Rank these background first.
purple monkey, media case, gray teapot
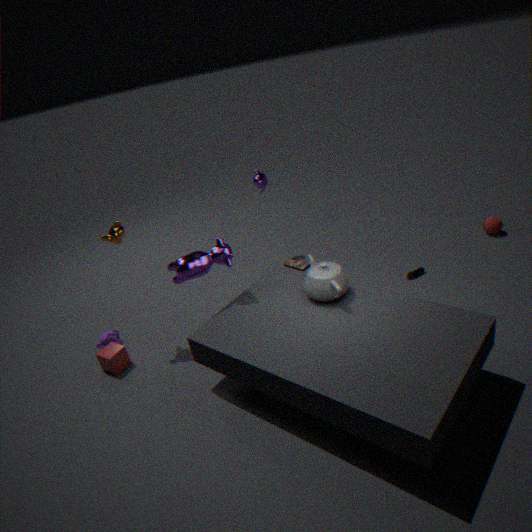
1. media case
2. purple monkey
3. gray teapot
